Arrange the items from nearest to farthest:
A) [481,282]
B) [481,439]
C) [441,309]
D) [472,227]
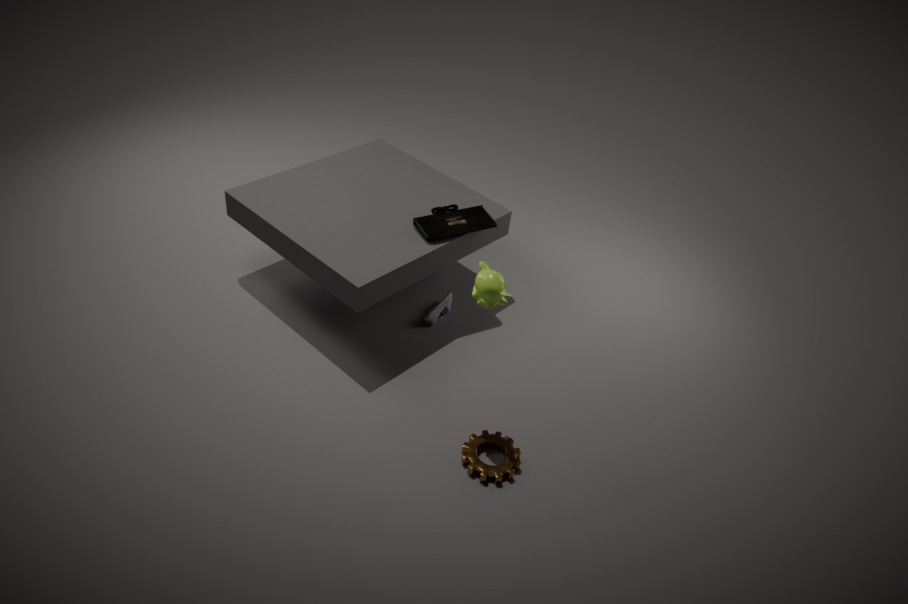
A. [481,282], B. [481,439], D. [472,227], C. [441,309]
